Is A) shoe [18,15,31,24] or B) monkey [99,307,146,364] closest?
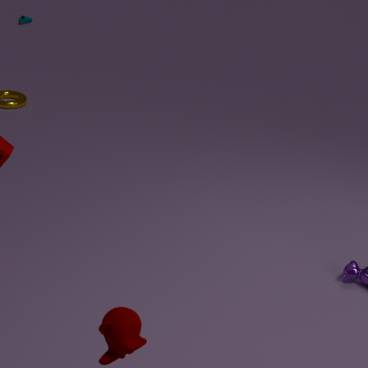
B. monkey [99,307,146,364]
